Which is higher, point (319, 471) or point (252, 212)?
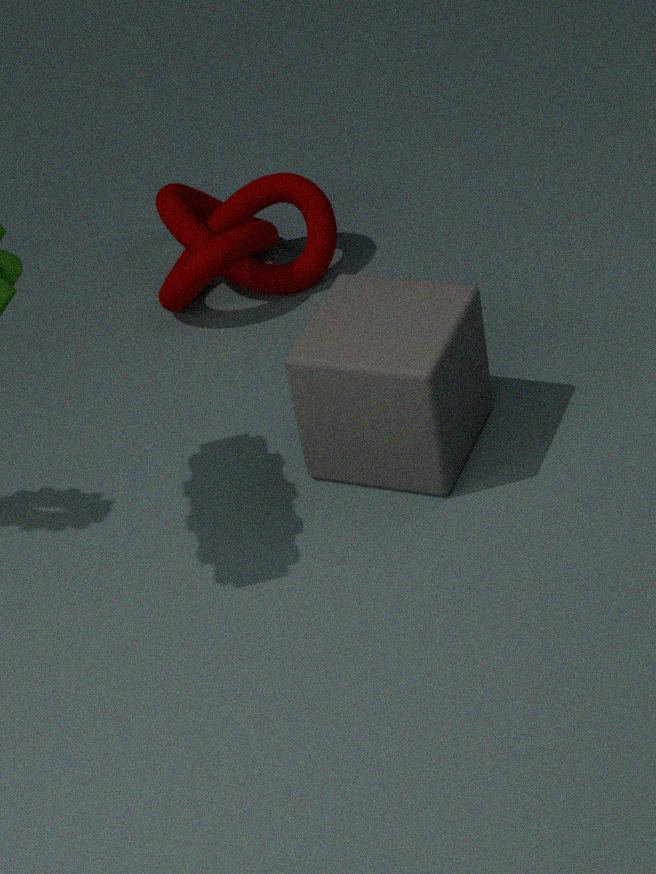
point (319, 471)
